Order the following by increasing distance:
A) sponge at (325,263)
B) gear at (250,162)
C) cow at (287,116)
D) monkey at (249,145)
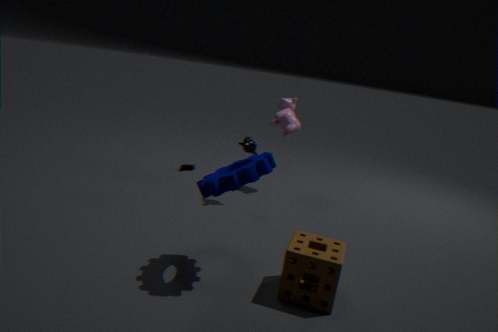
1. gear at (250,162)
2. sponge at (325,263)
3. monkey at (249,145)
4. cow at (287,116)
